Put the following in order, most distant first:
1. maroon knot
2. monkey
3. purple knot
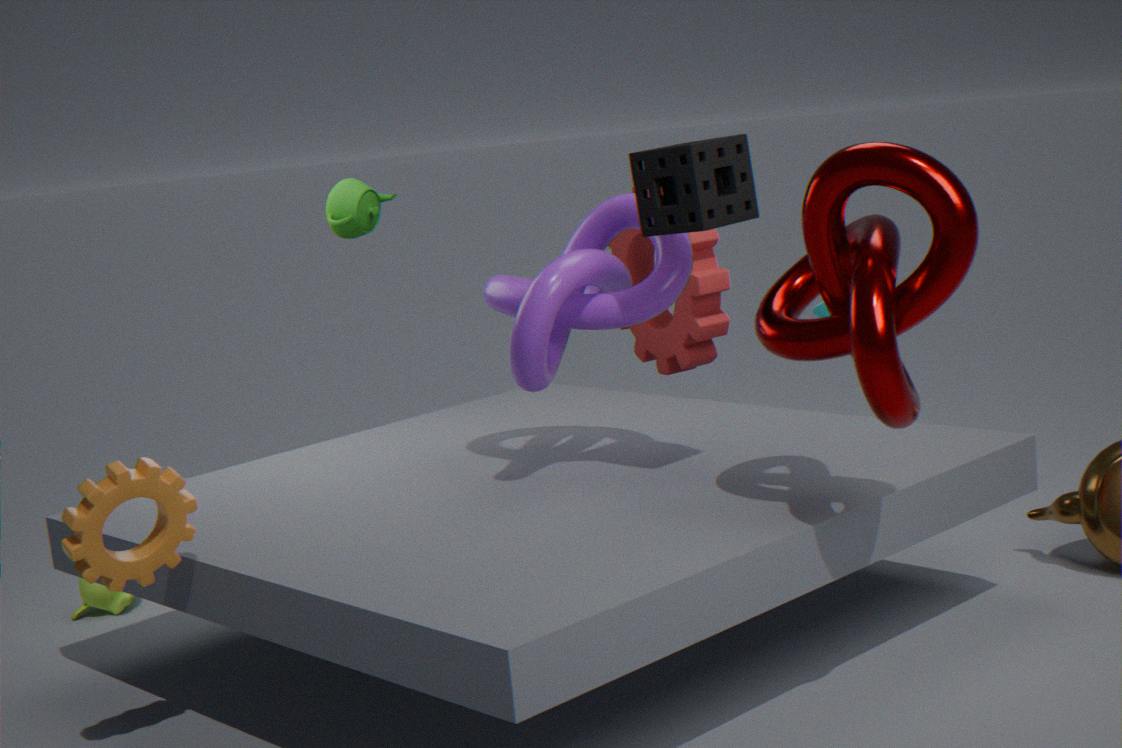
monkey, purple knot, maroon knot
